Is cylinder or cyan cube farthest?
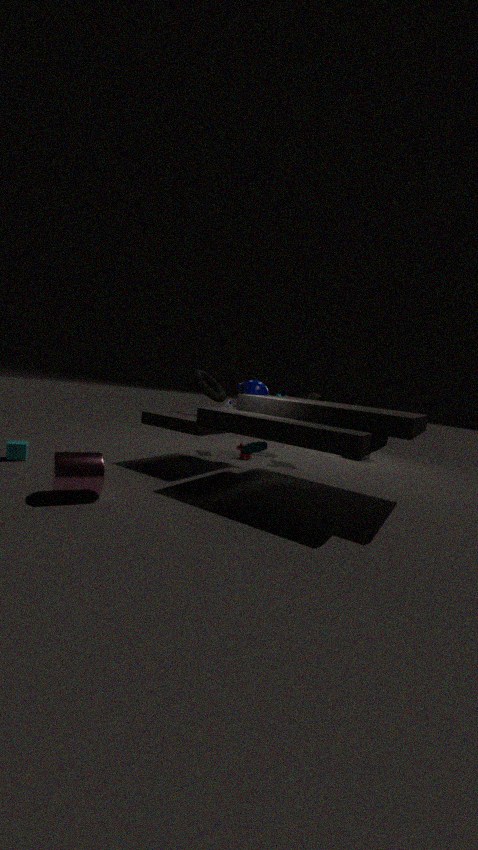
cyan cube
